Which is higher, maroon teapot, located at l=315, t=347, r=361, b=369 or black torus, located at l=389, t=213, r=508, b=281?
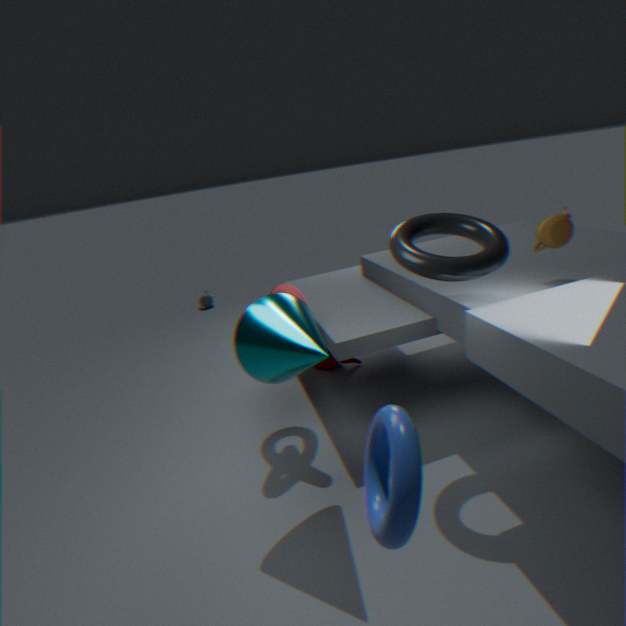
black torus, located at l=389, t=213, r=508, b=281
